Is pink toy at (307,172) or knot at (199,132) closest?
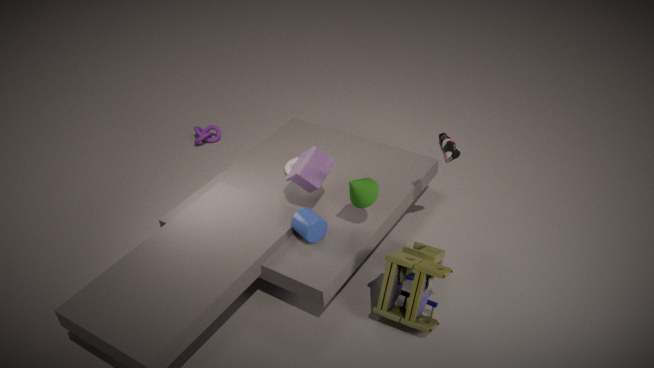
pink toy at (307,172)
